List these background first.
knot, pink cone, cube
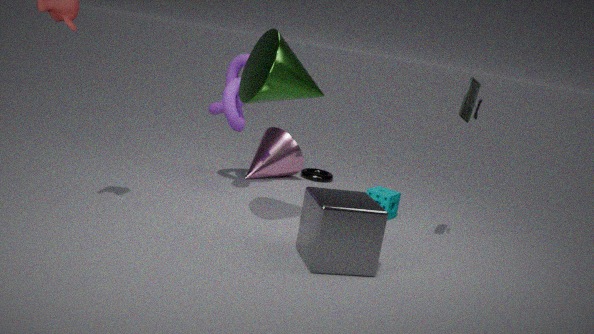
pink cone
knot
cube
